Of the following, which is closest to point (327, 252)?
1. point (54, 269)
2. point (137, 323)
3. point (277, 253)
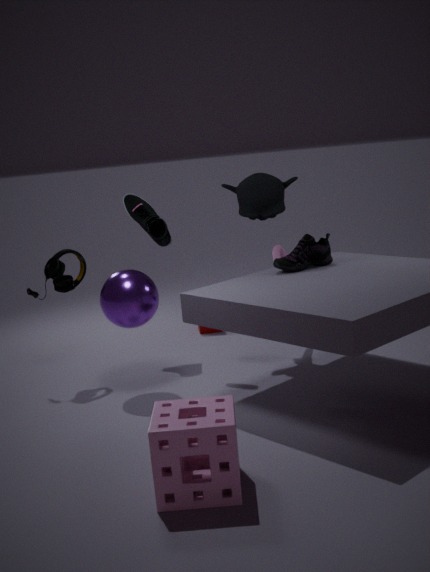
point (277, 253)
